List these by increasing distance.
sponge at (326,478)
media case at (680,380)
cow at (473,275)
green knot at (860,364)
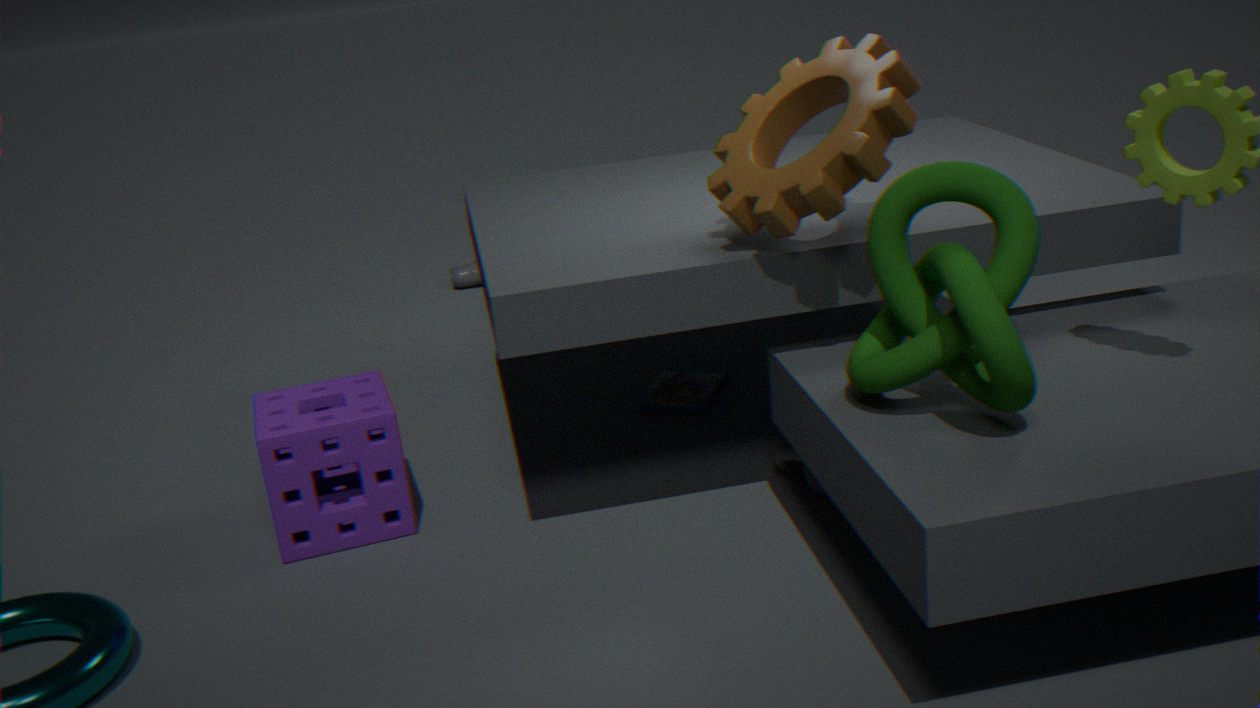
green knot at (860,364)
sponge at (326,478)
media case at (680,380)
cow at (473,275)
